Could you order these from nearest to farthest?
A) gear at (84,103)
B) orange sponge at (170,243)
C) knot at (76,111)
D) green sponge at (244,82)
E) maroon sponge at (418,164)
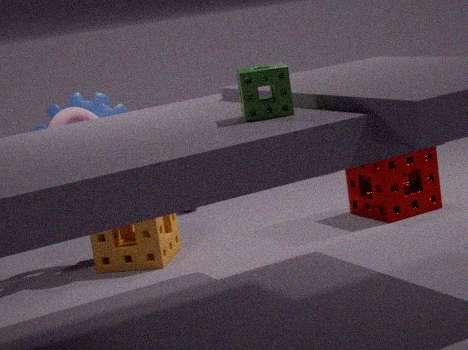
green sponge at (244,82) < knot at (76,111) < orange sponge at (170,243) < gear at (84,103) < maroon sponge at (418,164)
